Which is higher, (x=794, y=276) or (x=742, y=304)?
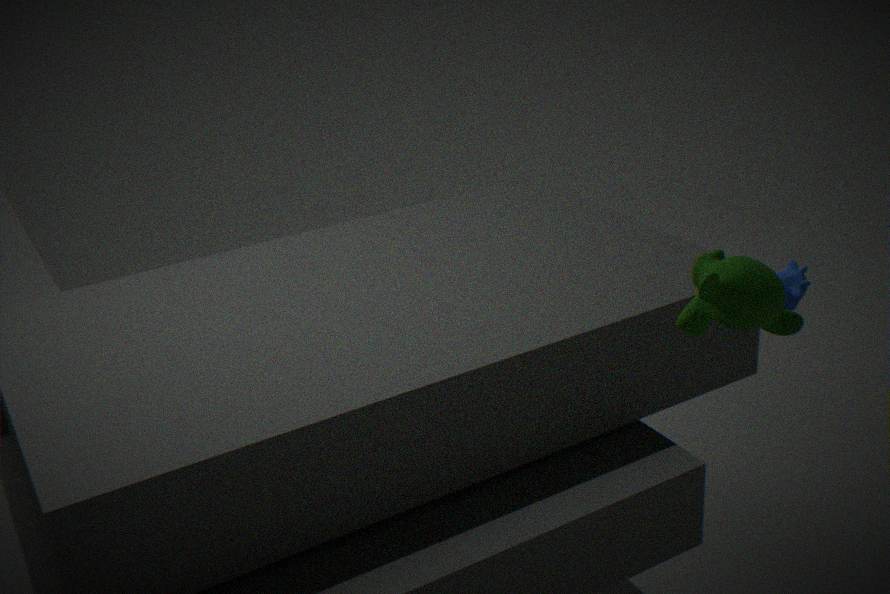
(x=742, y=304)
